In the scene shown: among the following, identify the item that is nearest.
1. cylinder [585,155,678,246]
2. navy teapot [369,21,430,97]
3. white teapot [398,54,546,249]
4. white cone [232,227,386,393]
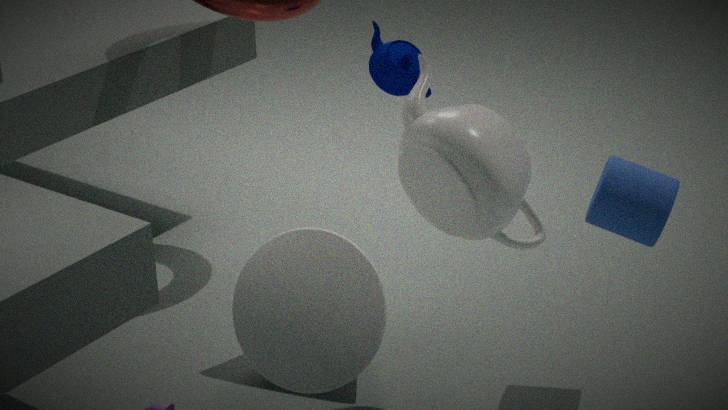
white teapot [398,54,546,249]
